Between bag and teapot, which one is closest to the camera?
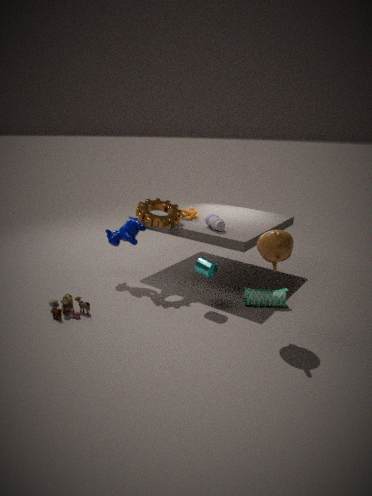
teapot
